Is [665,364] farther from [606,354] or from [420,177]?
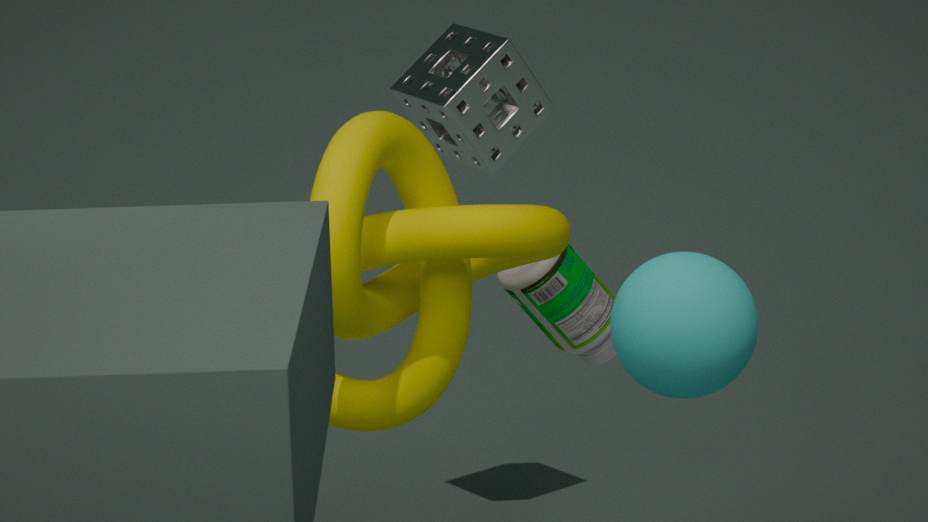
[606,354]
